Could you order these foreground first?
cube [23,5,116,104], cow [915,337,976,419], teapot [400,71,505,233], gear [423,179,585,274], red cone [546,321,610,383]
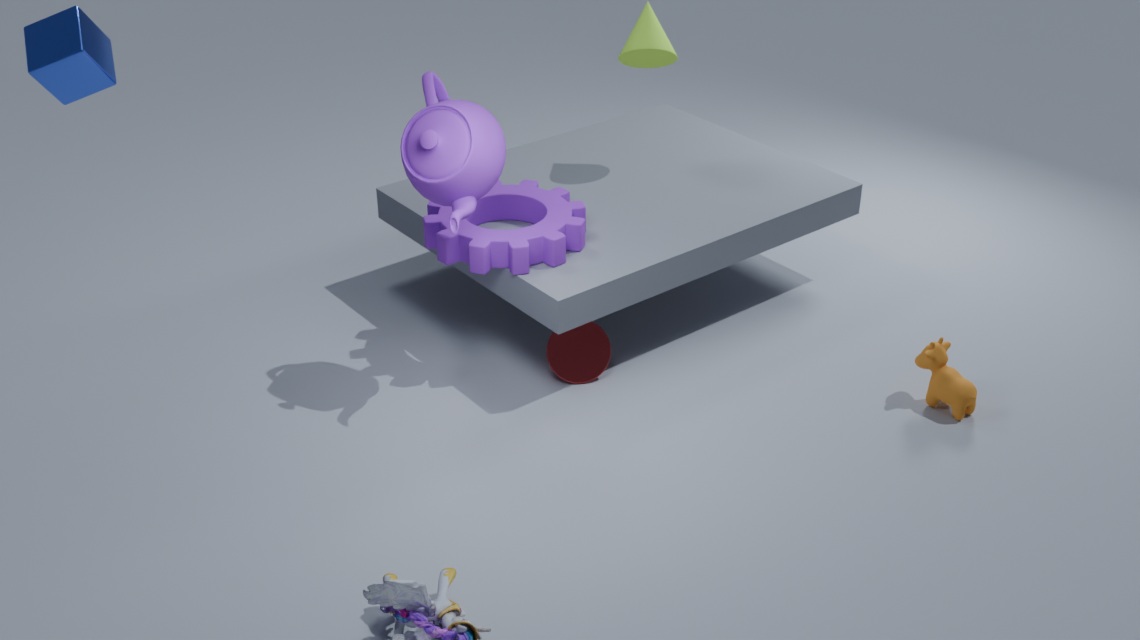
cube [23,5,116,104], teapot [400,71,505,233], cow [915,337,976,419], gear [423,179,585,274], red cone [546,321,610,383]
